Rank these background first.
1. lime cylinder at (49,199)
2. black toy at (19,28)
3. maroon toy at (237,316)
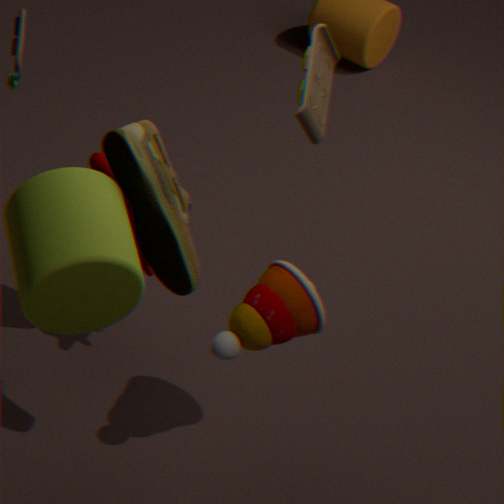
black toy at (19,28)
maroon toy at (237,316)
lime cylinder at (49,199)
